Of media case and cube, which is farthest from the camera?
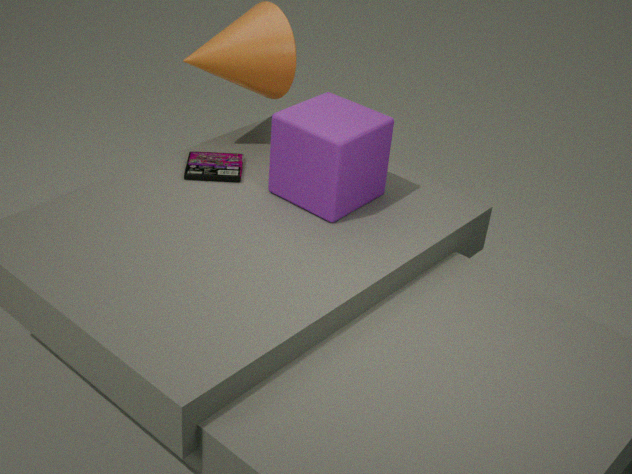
media case
